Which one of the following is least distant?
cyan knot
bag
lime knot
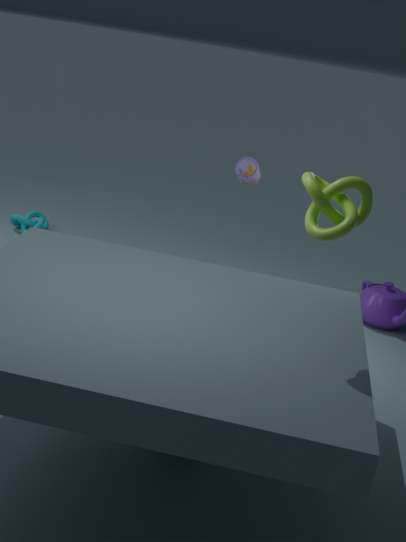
lime knot
